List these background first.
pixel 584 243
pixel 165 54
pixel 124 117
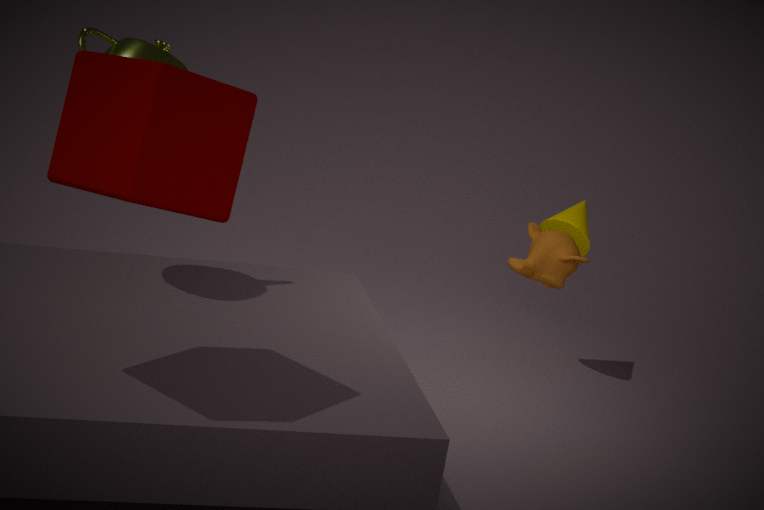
pixel 584 243, pixel 165 54, pixel 124 117
